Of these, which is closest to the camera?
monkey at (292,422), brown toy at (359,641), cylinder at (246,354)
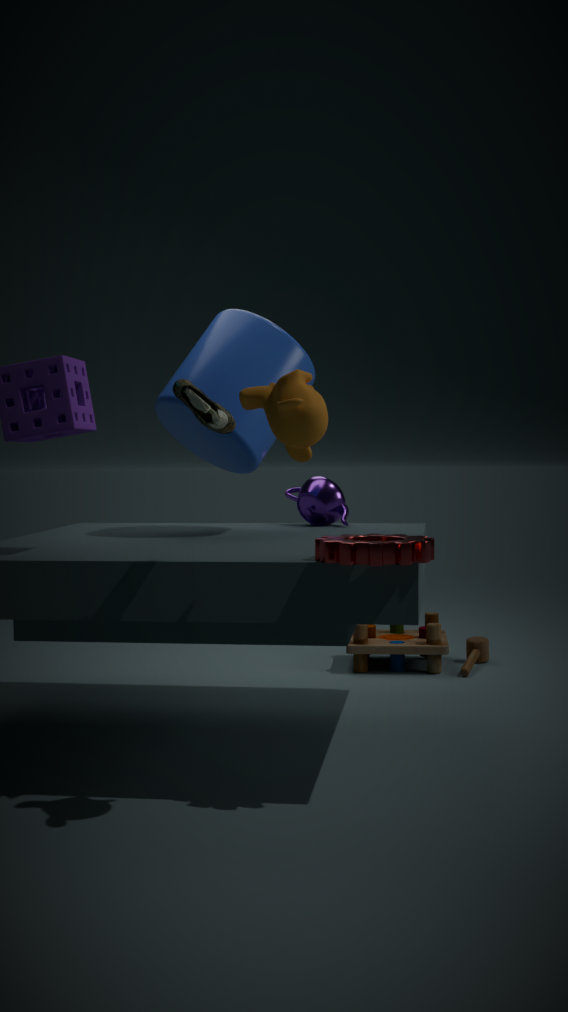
monkey at (292,422)
